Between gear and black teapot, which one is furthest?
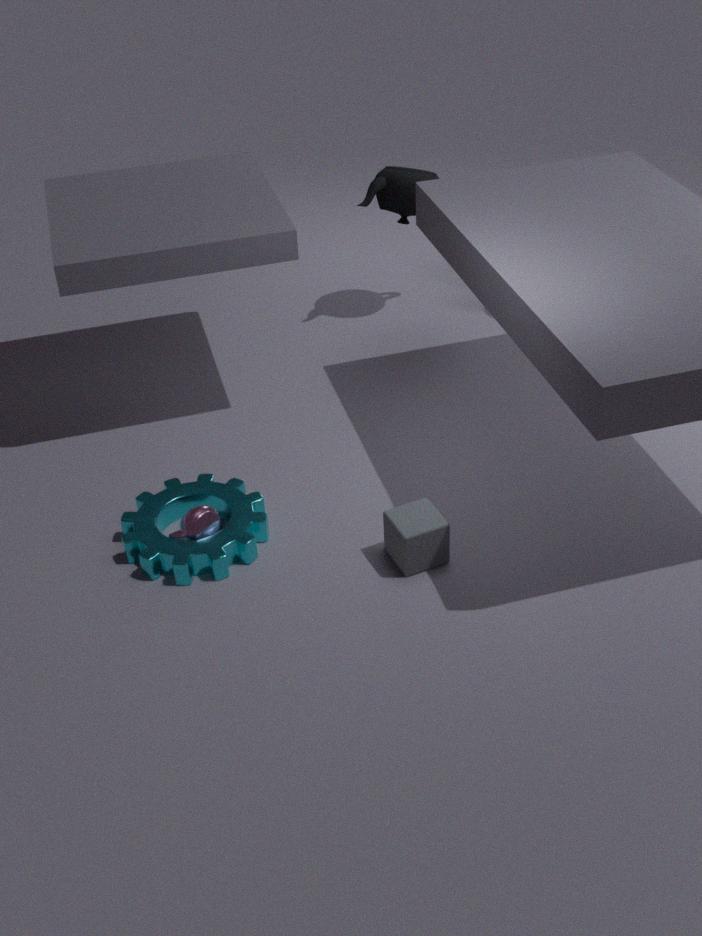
black teapot
